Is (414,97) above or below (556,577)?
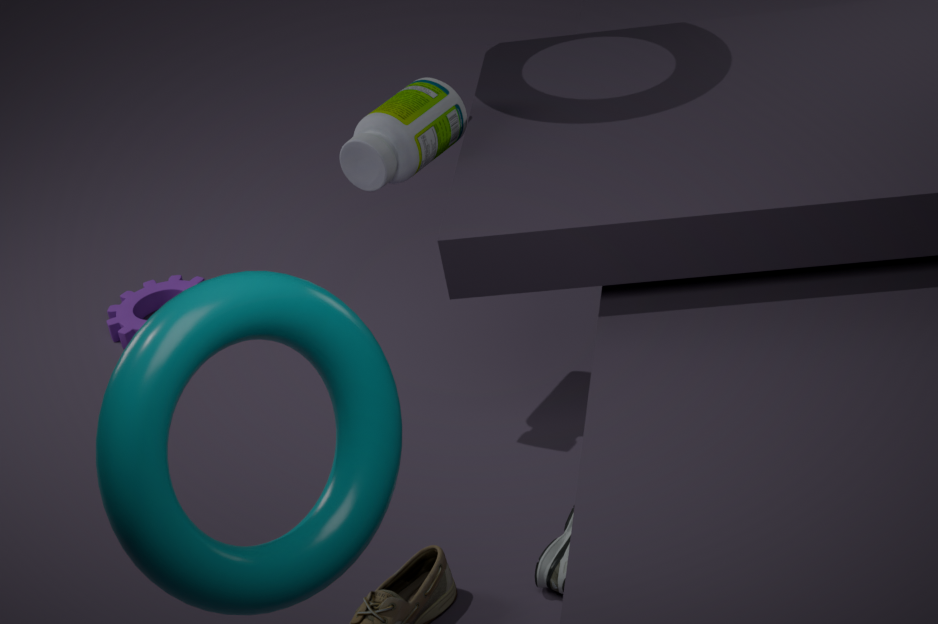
above
